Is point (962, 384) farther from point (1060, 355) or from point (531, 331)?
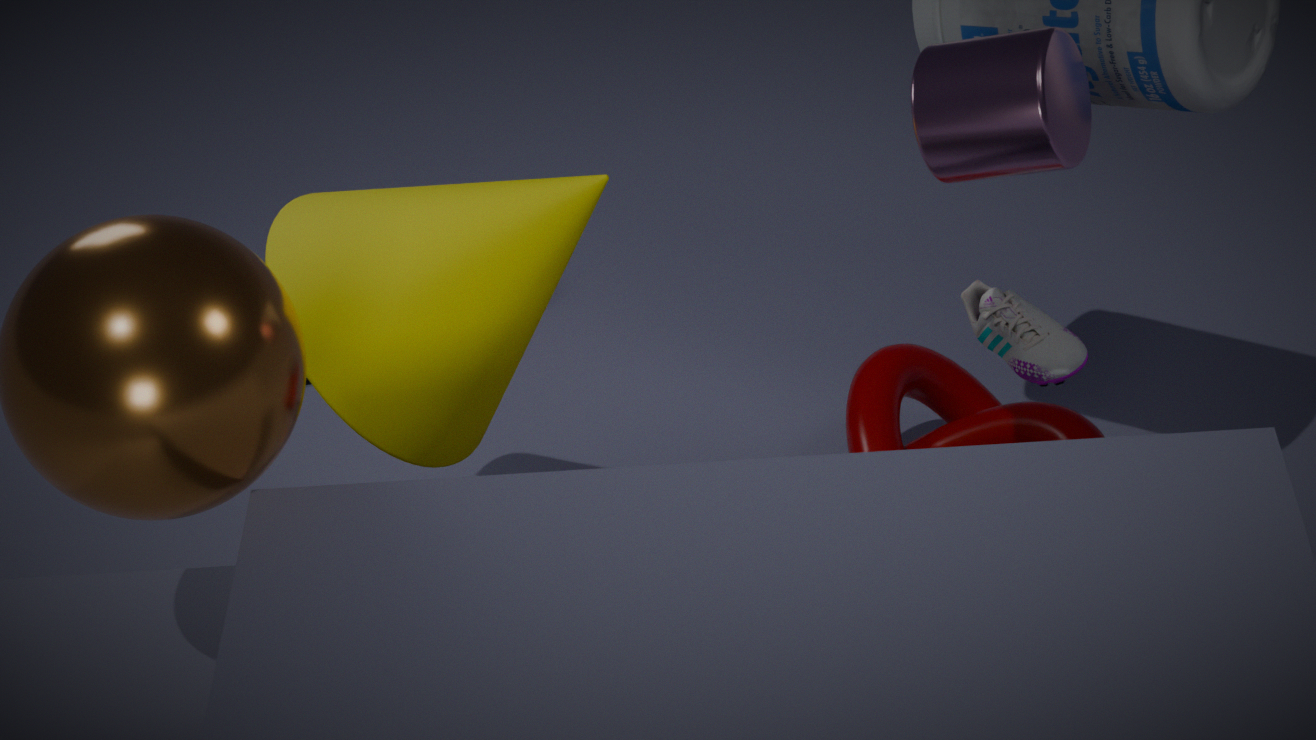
point (531, 331)
